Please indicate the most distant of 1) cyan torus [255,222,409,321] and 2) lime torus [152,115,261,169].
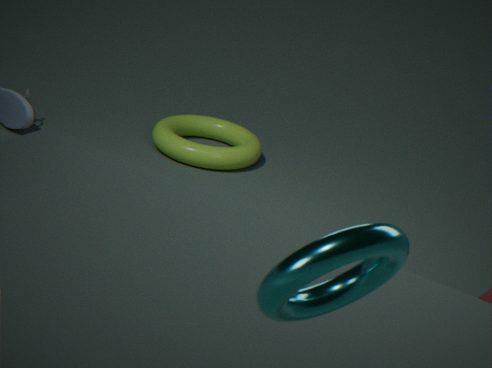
2. lime torus [152,115,261,169]
